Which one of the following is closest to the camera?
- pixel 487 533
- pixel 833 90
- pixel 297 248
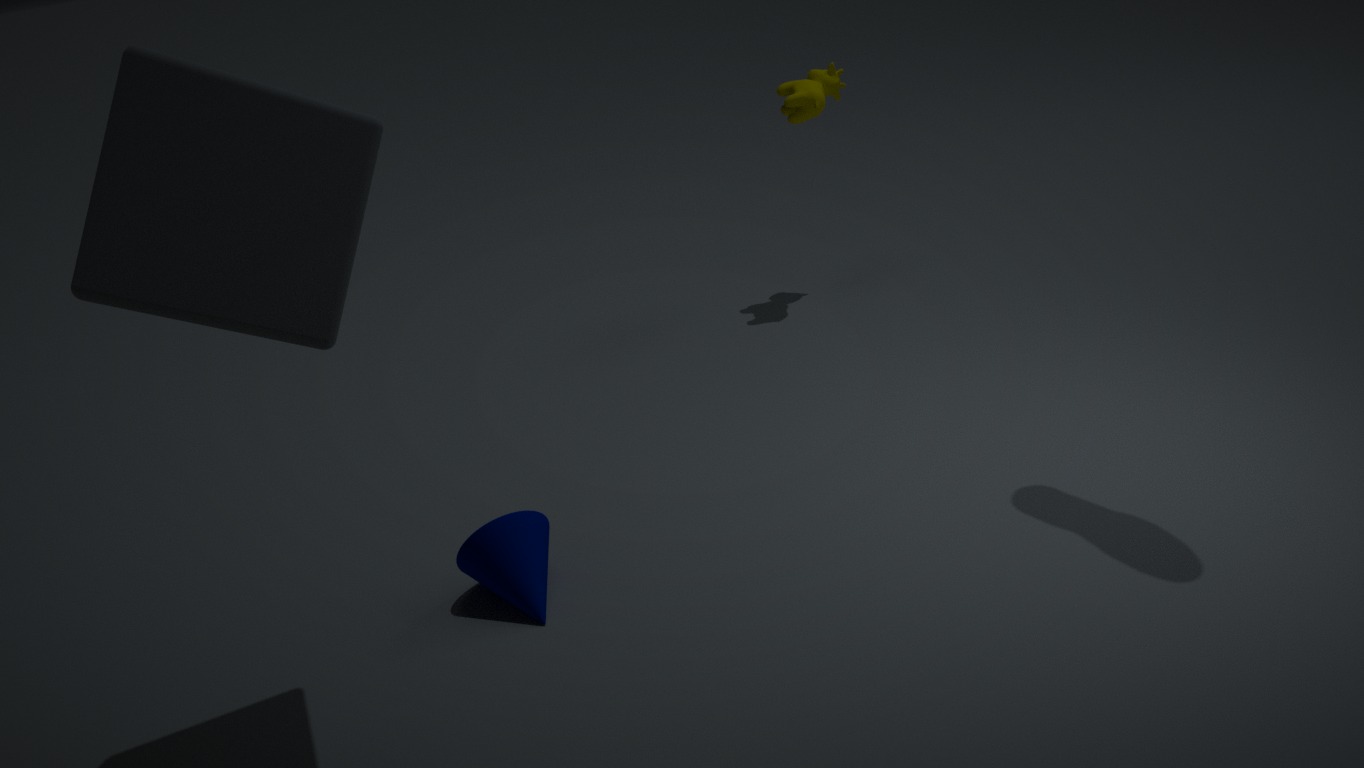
pixel 297 248
